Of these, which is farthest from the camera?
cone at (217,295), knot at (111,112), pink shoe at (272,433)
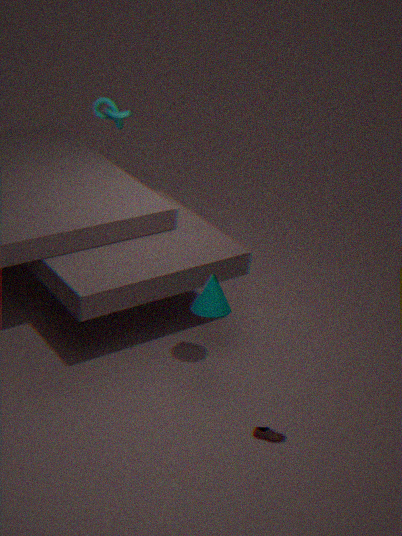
knot at (111,112)
